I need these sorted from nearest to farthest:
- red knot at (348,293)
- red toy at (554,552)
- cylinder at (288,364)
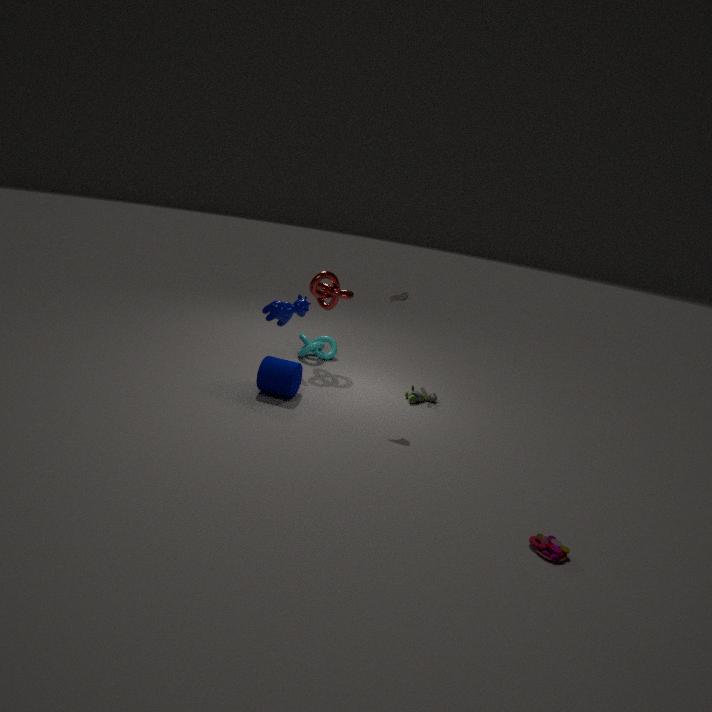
red toy at (554,552), cylinder at (288,364), red knot at (348,293)
